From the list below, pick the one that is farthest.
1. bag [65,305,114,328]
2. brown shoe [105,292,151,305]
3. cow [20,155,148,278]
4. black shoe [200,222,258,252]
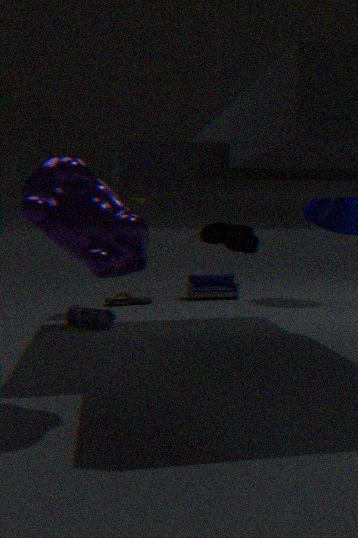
brown shoe [105,292,151,305]
